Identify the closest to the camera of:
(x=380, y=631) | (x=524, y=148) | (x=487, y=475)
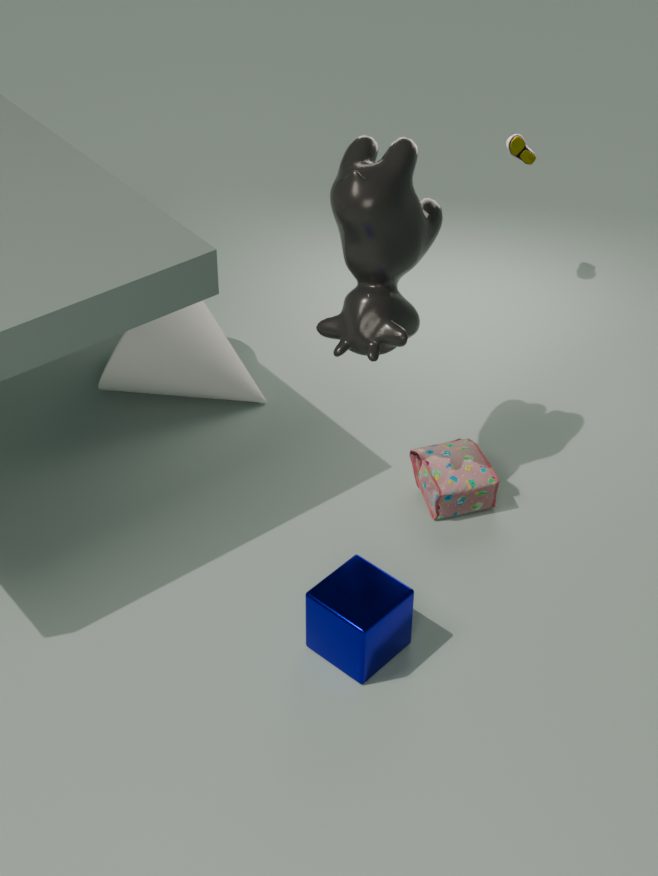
(x=380, y=631)
